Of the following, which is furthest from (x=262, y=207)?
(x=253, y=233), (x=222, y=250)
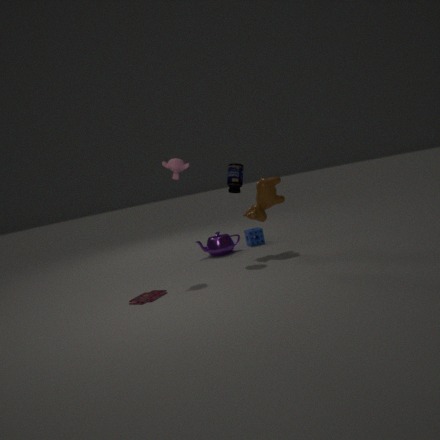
(x=222, y=250)
